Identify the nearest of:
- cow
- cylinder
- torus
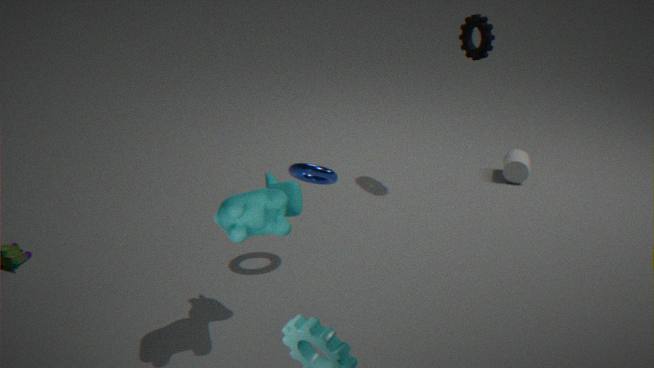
cow
